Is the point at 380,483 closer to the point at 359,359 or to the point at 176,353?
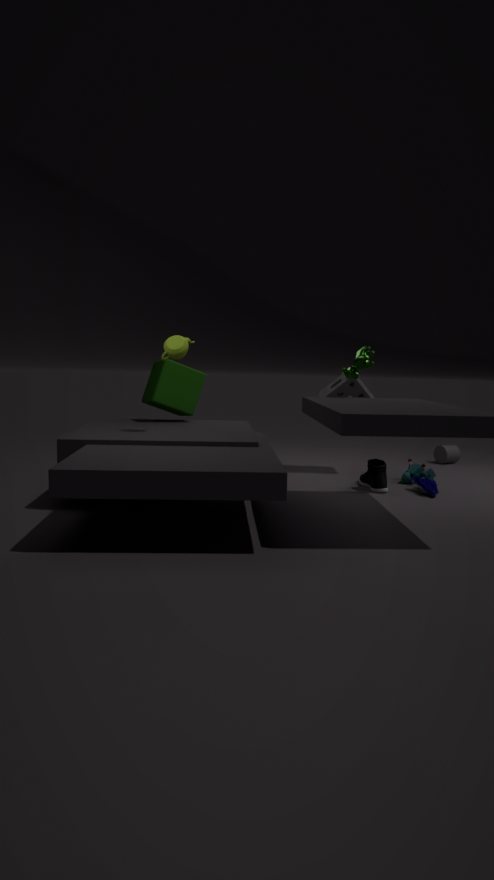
the point at 359,359
